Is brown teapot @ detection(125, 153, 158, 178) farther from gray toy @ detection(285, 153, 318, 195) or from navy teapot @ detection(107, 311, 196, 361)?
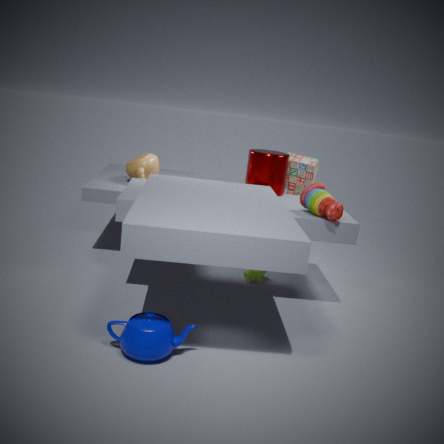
navy teapot @ detection(107, 311, 196, 361)
